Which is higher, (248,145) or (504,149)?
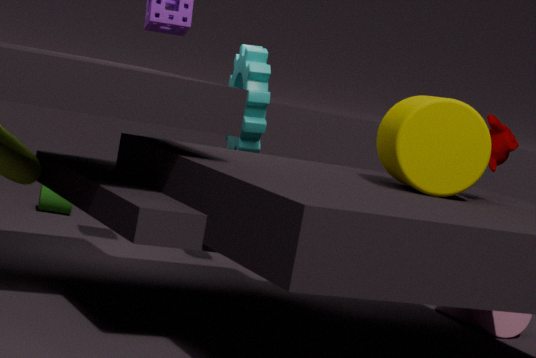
(504,149)
